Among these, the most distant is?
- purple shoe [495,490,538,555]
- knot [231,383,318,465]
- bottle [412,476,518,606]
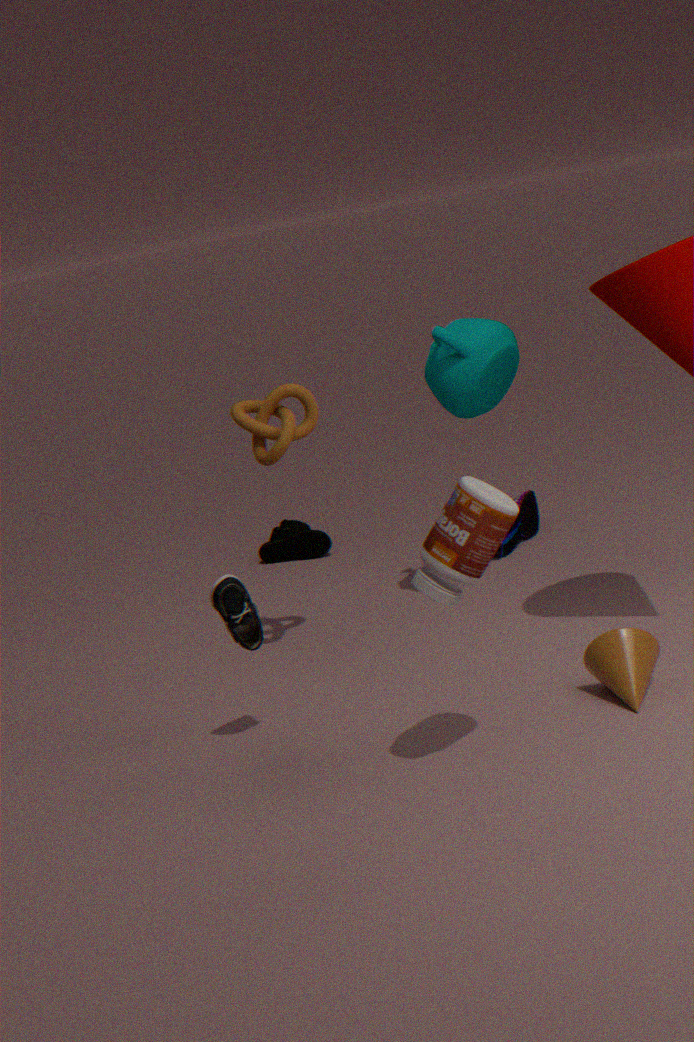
purple shoe [495,490,538,555]
